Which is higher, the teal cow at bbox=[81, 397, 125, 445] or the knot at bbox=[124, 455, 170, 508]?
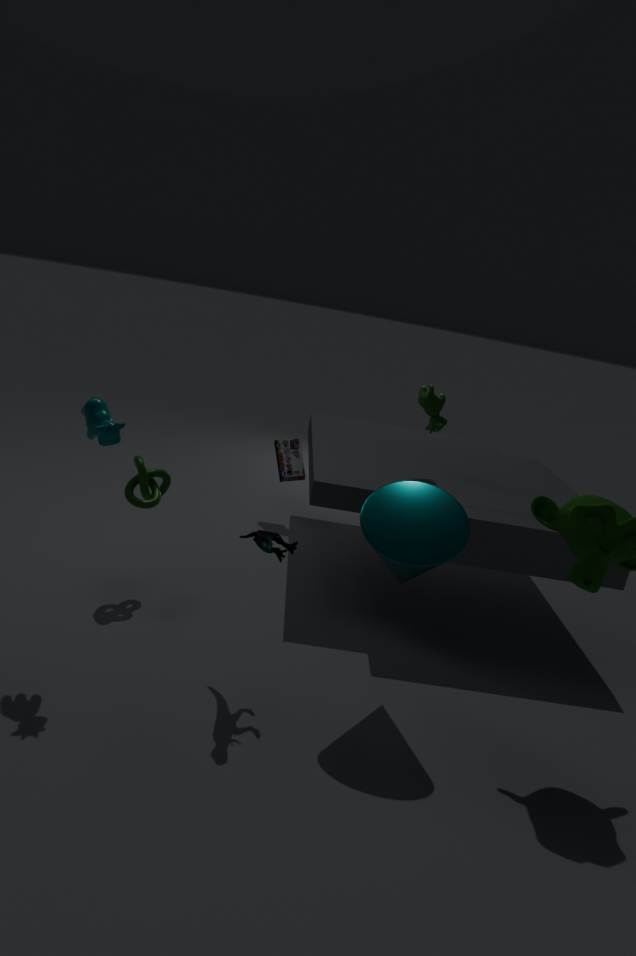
the teal cow at bbox=[81, 397, 125, 445]
